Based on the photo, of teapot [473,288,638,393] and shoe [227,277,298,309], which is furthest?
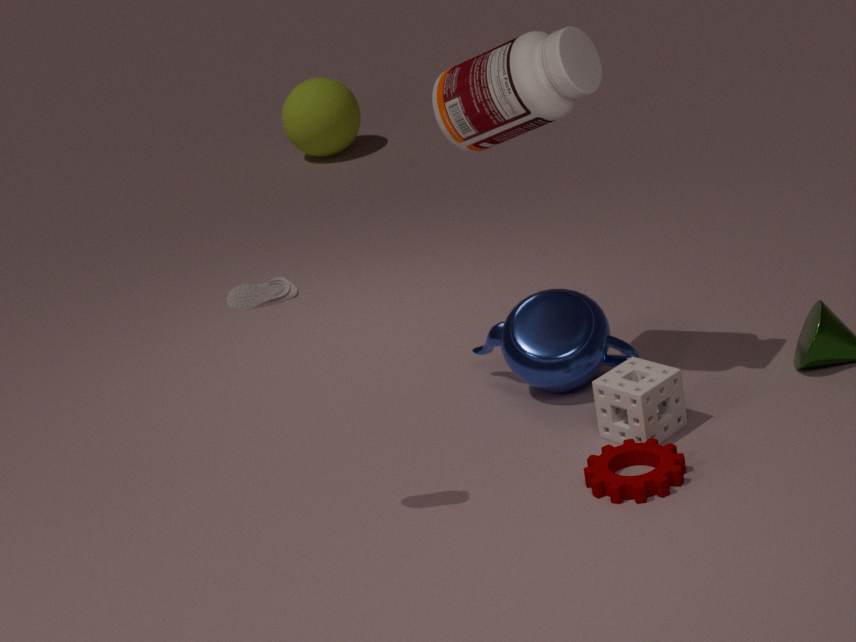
teapot [473,288,638,393]
